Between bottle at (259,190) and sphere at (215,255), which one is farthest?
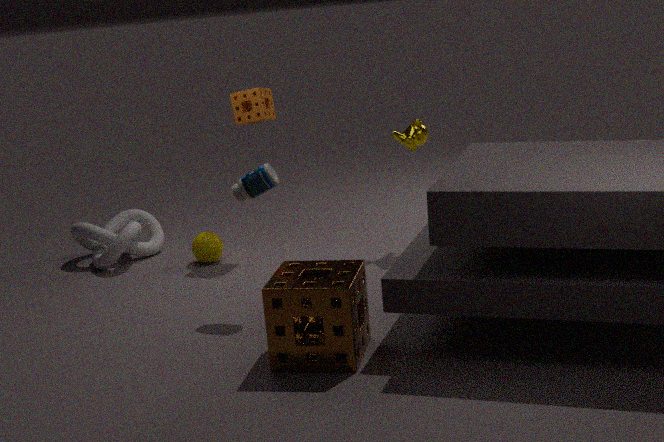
sphere at (215,255)
